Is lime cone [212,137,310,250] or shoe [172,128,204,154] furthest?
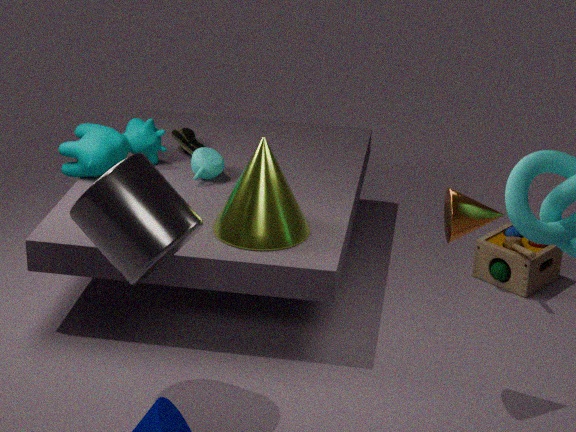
shoe [172,128,204,154]
